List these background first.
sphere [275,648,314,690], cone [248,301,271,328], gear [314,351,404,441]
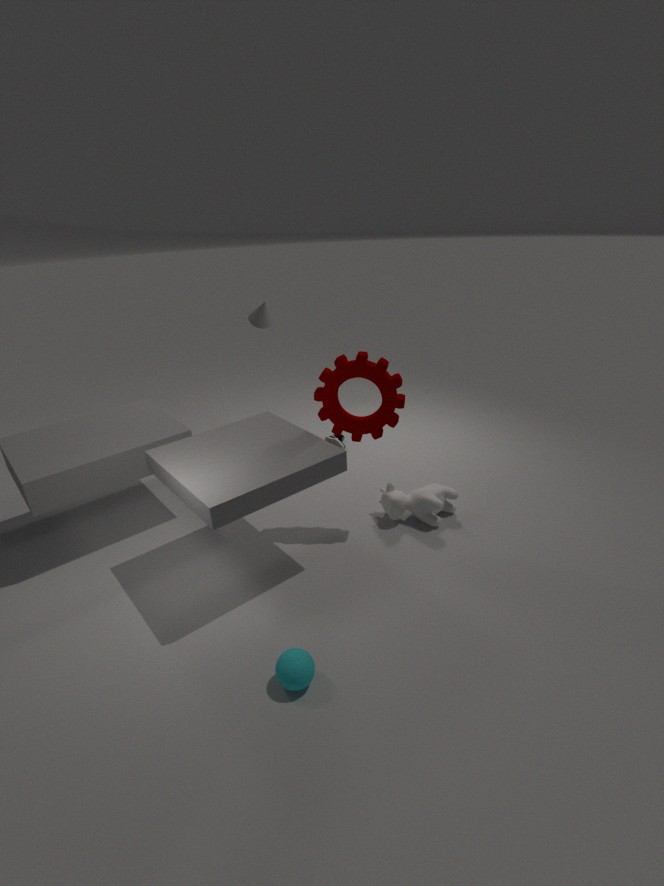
cone [248,301,271,328] → gear [314,351,404,441] → sphere [275,648,314,690]
